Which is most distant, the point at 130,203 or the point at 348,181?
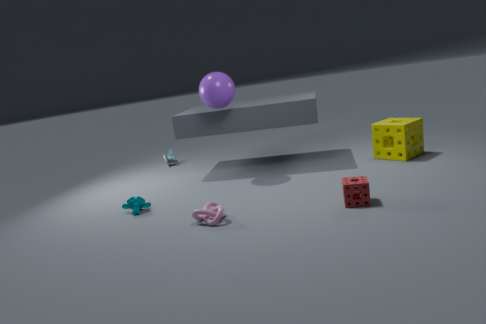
the point at 130,203
